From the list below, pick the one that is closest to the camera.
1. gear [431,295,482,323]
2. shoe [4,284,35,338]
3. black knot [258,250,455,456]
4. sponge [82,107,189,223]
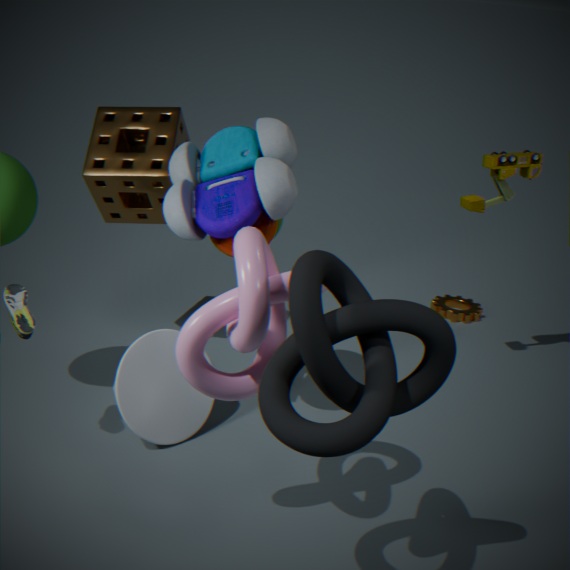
black knot [258,250,455,456]
